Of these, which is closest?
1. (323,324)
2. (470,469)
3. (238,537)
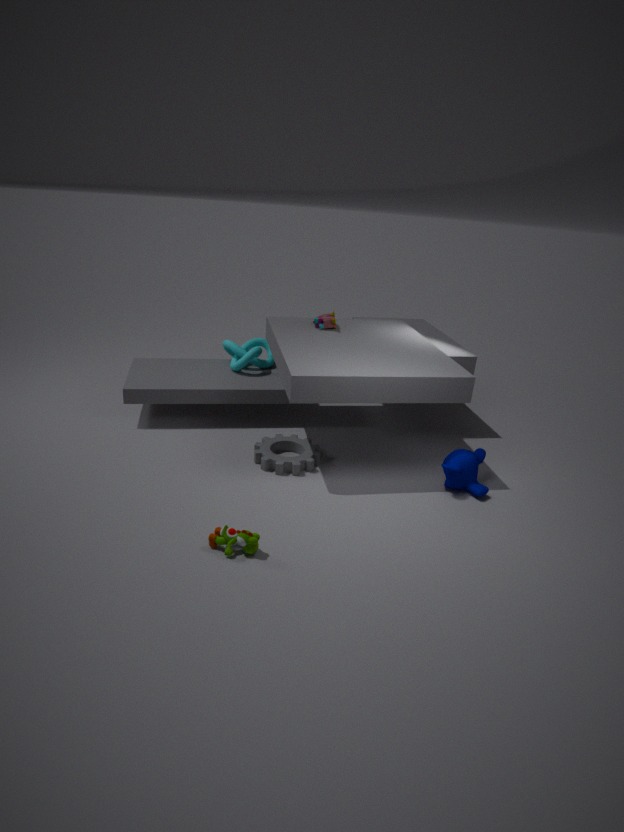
(238,537)
